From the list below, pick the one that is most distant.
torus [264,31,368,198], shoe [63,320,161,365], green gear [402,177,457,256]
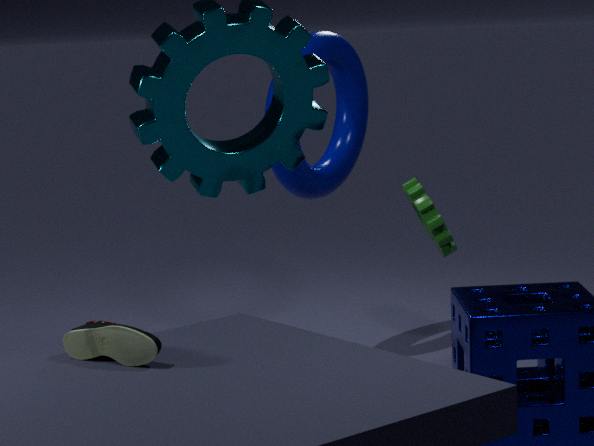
green gear [402,177,457,256]
